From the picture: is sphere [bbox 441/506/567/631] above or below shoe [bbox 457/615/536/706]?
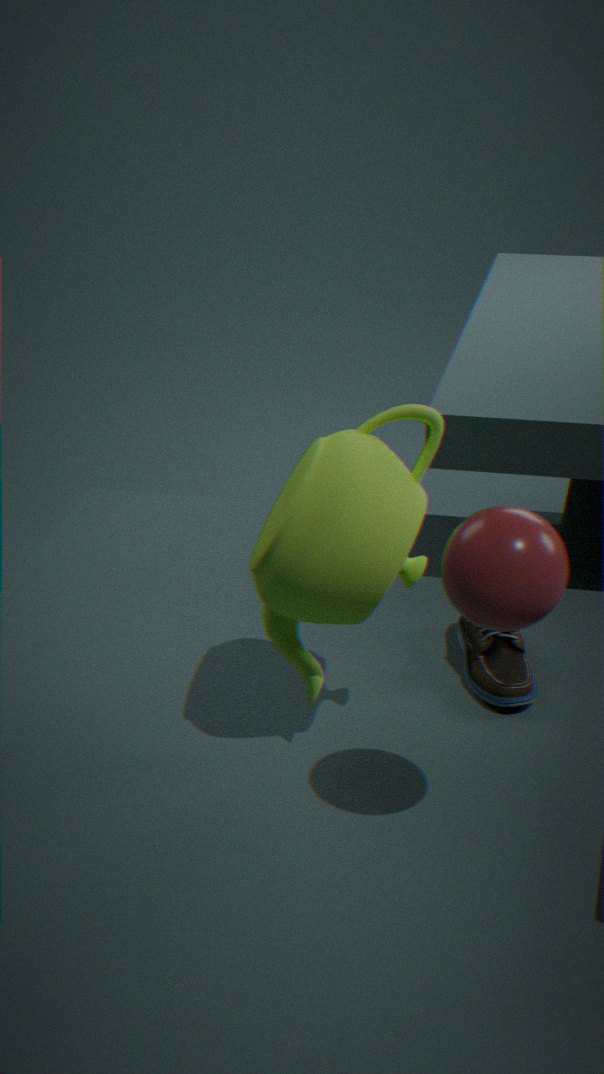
above
